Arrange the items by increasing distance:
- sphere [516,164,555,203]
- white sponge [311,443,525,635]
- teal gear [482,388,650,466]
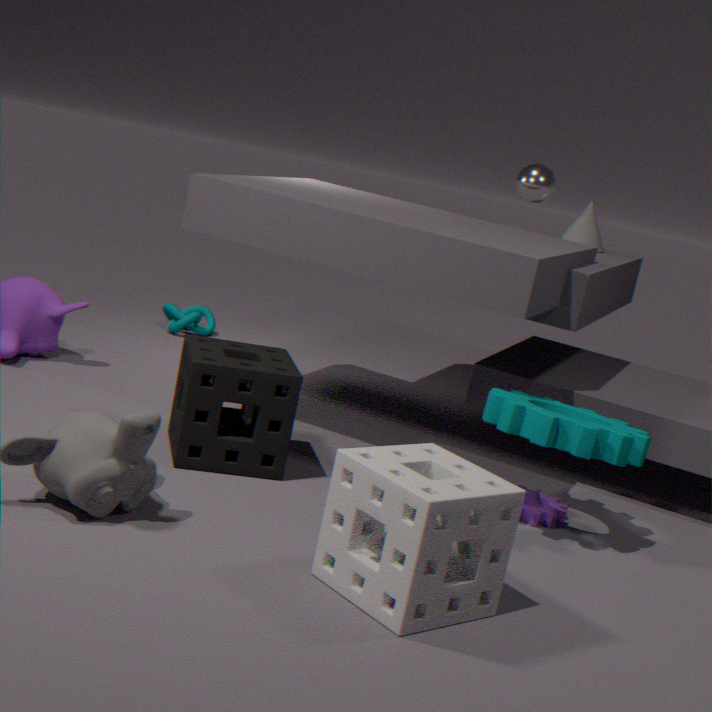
white sponge [311,443,525,635] < teal gear [482,388,650,466] < sphere [516,164,555,203]
